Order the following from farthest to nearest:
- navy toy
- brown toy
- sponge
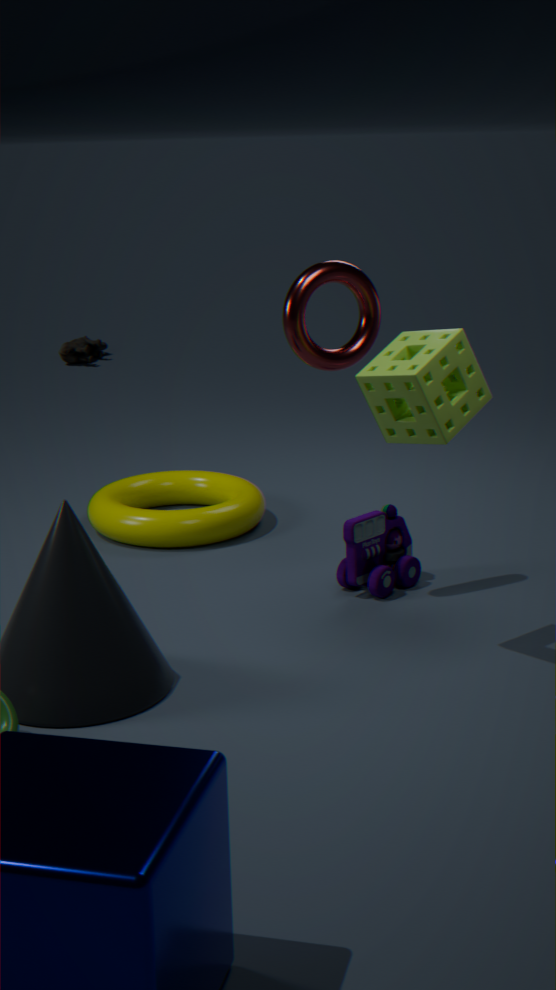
brown toy
navy toy
sponge
